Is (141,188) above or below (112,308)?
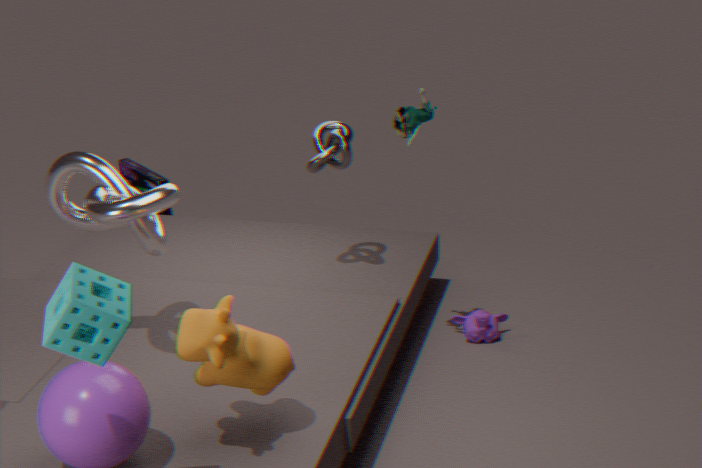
below
